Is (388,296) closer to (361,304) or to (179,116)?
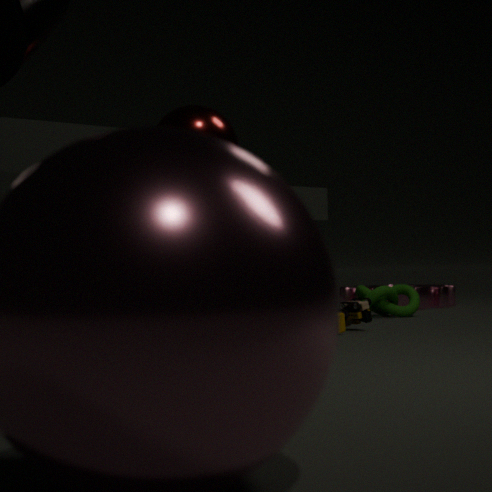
(361,304)
